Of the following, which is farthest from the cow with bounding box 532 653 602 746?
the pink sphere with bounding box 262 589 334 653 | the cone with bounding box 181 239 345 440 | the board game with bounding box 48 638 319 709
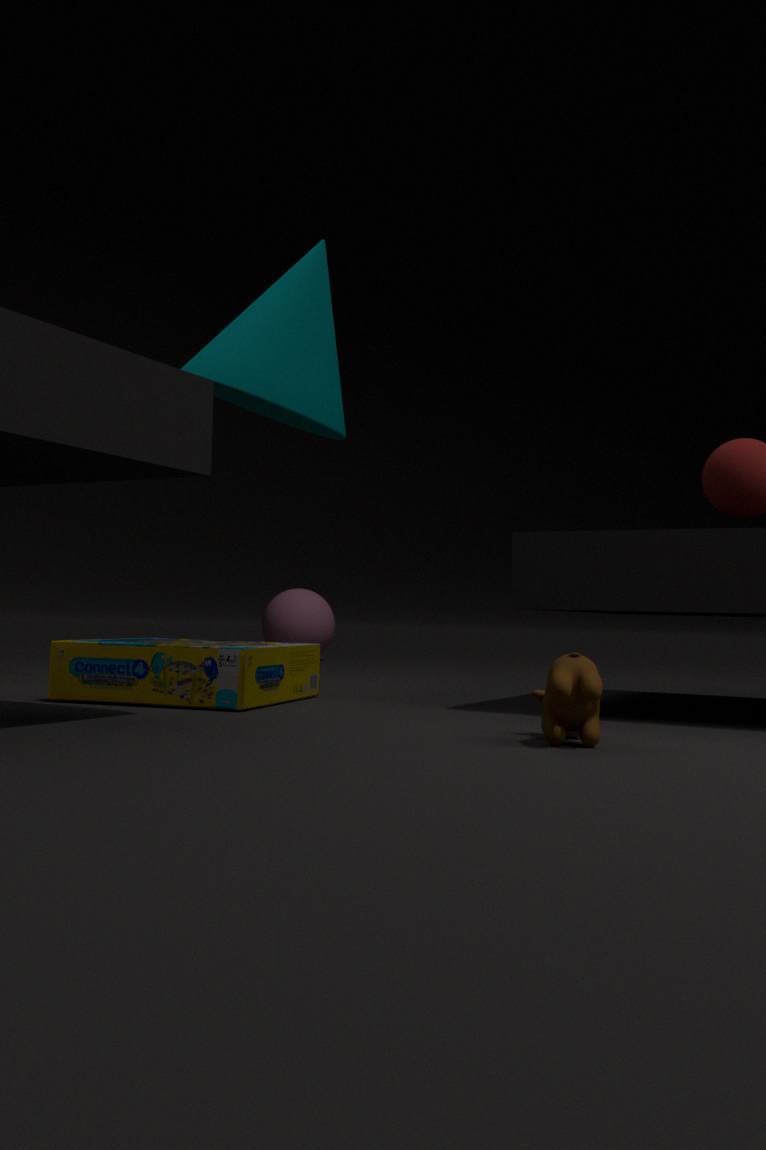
the pink sphere with bounding box 262 589 334 653
